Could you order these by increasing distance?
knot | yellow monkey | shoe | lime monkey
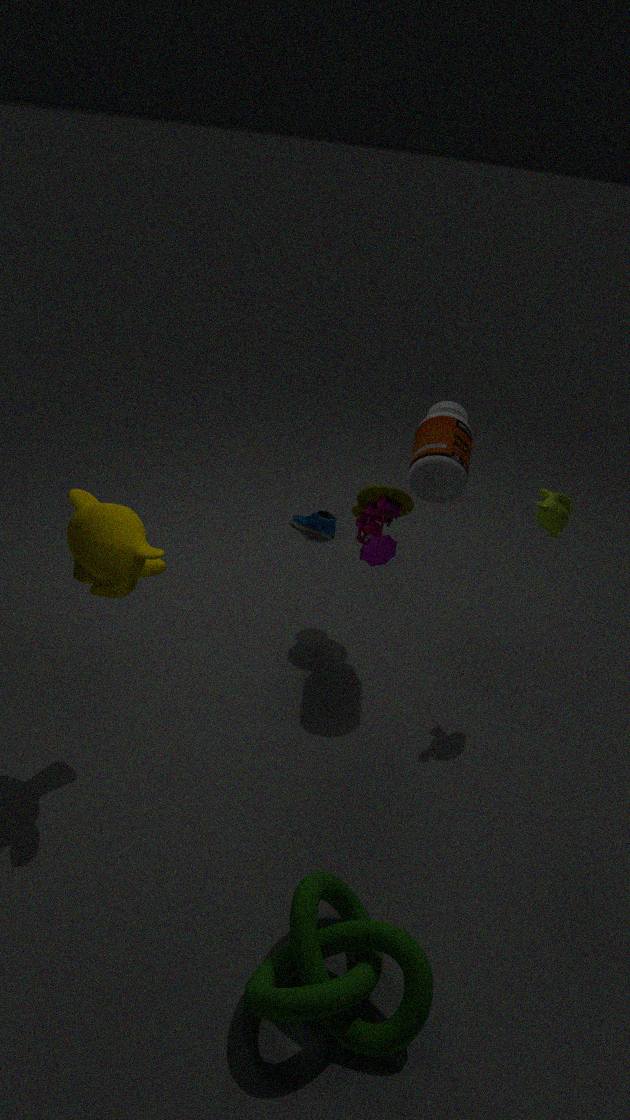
1. knot
2. yellow monkey
3. lime monkey
4. shoe
